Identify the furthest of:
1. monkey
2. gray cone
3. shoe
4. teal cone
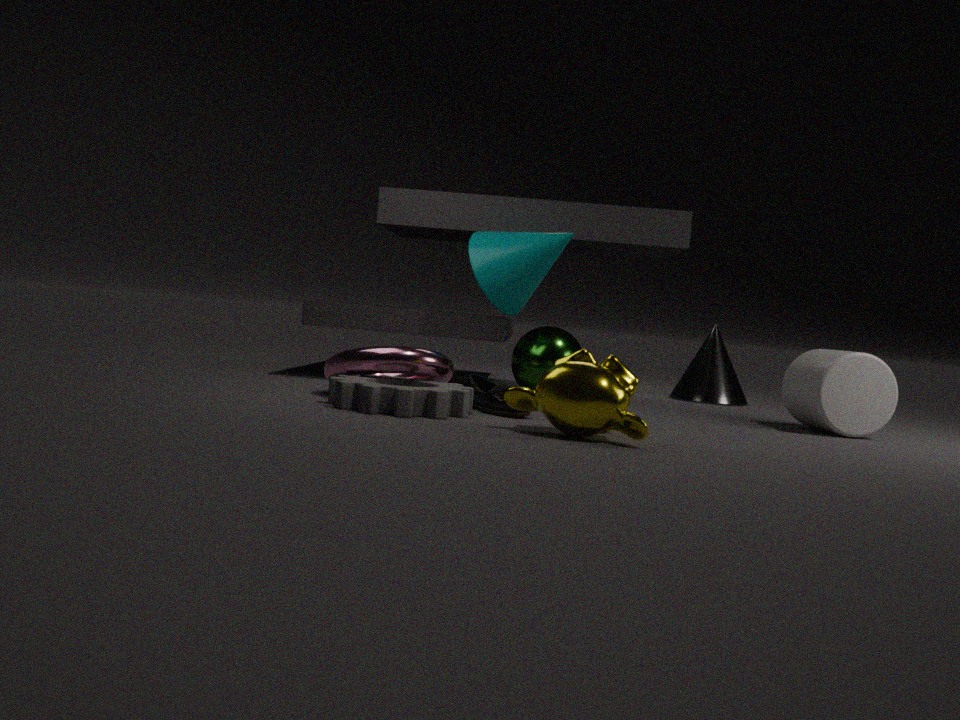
gray cone
